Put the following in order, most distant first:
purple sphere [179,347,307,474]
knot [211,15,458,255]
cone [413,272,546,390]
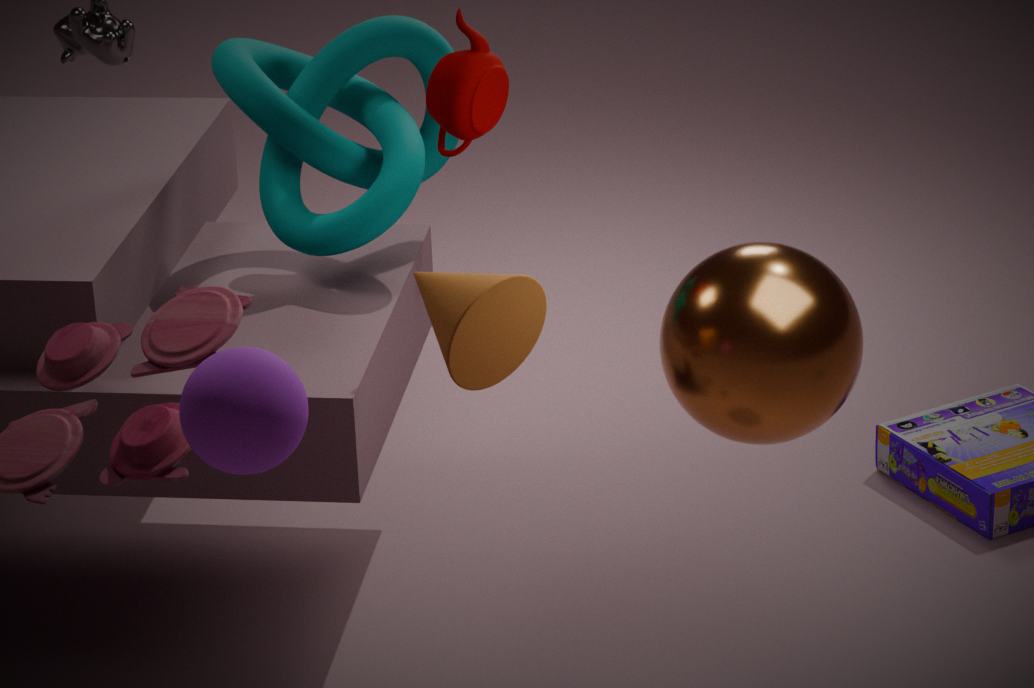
1. knot [211,15,458,255]
2. cone [413,272,546,390]
3. purple sphere [179,347,307,474]
